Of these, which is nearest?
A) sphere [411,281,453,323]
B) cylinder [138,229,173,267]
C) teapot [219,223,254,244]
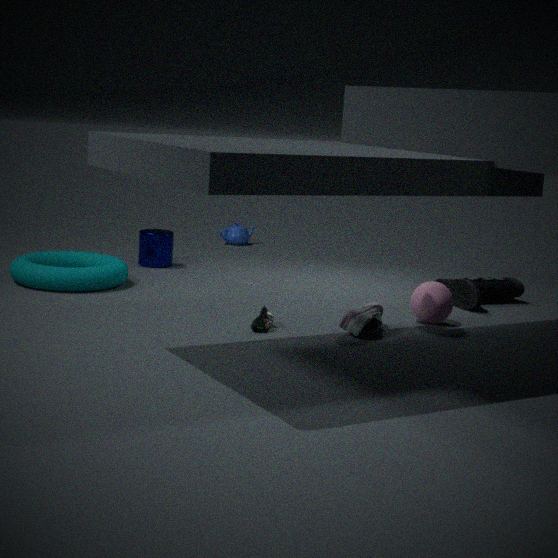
sphere [411,281,453,323]
